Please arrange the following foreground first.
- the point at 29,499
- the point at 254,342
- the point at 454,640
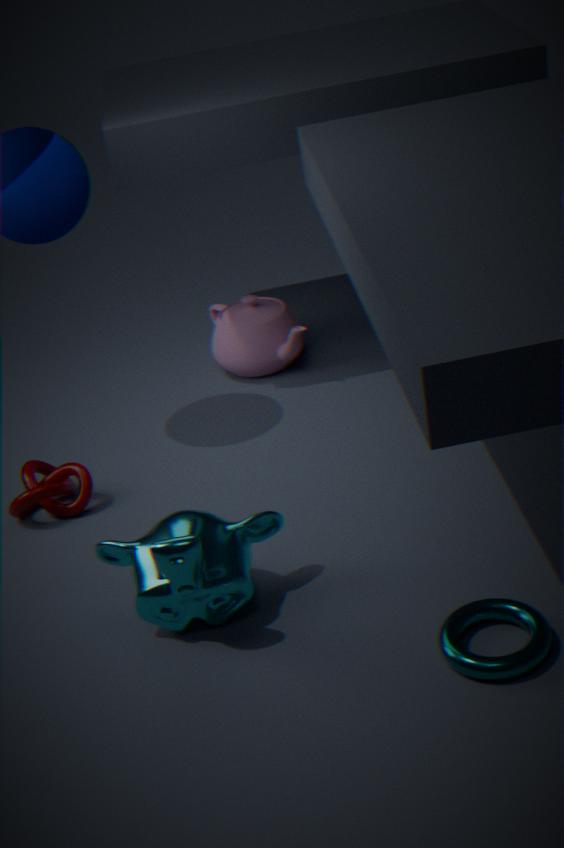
the point at 454,640 → the point at 29,499 → the point at 254,342
